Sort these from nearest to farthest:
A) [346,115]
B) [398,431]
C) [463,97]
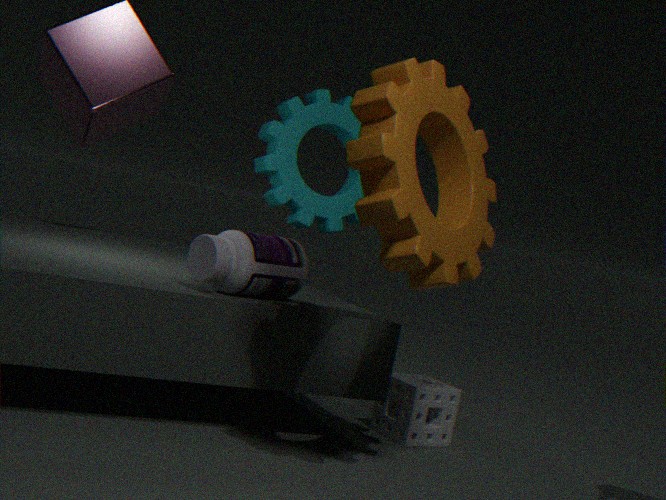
1. [463,97]
2. [398,431]
3. [346,115]
